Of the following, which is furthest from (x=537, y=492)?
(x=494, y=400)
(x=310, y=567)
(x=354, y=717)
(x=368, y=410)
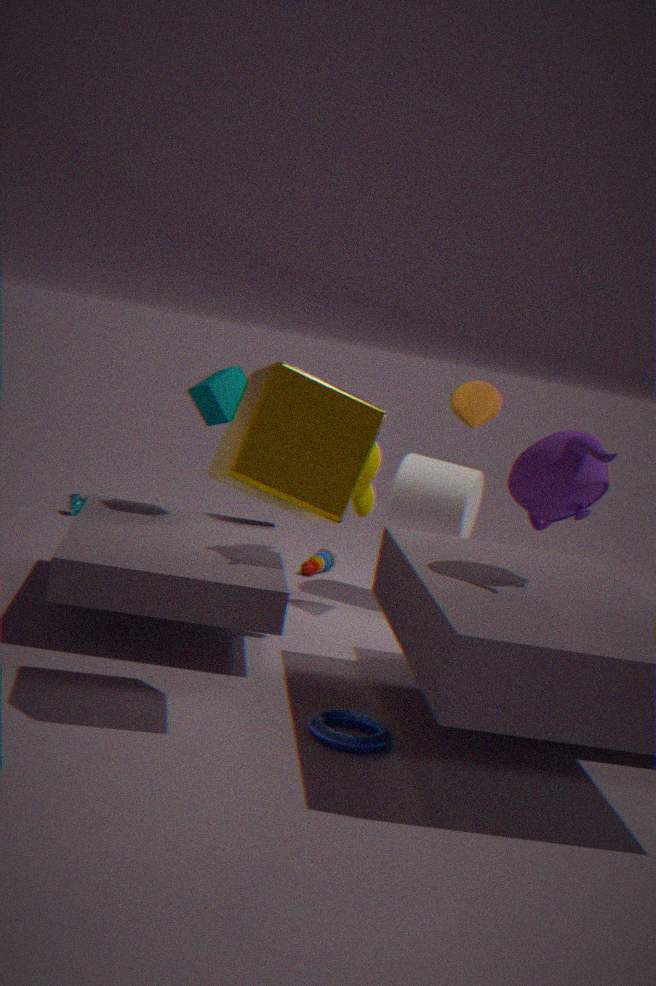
(x=310, y=567)
